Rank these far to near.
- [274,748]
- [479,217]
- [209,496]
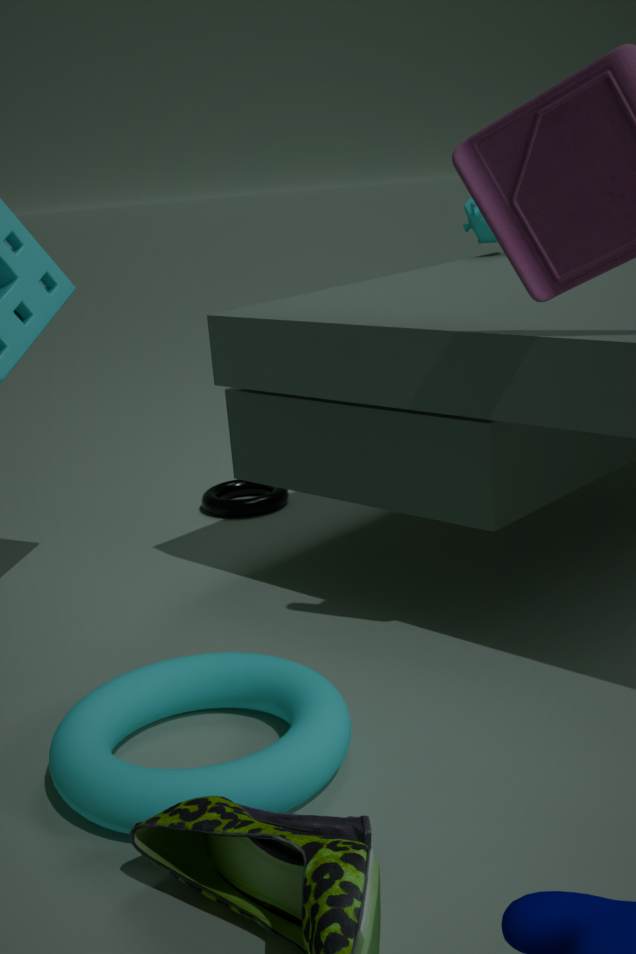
[209,496], [479,217], [274,748]
